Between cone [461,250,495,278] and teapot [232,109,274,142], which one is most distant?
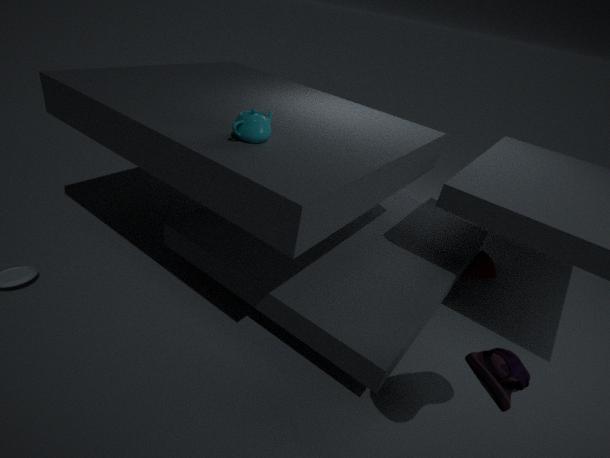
cone [461,250,495,278]
